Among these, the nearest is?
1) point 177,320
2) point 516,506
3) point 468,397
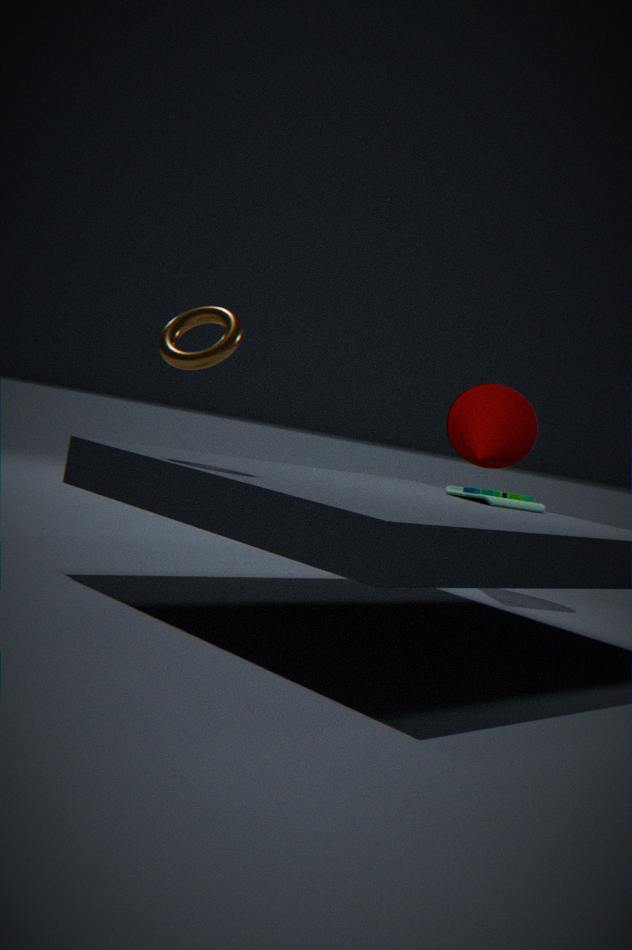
1. point 177,320
